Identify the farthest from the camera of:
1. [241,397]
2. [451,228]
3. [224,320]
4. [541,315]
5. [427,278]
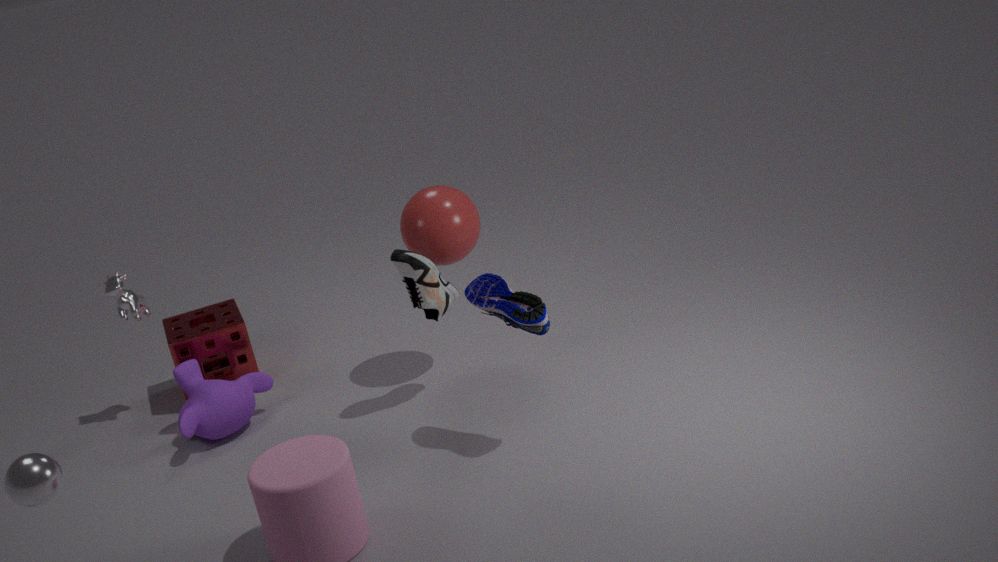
[224,320]
